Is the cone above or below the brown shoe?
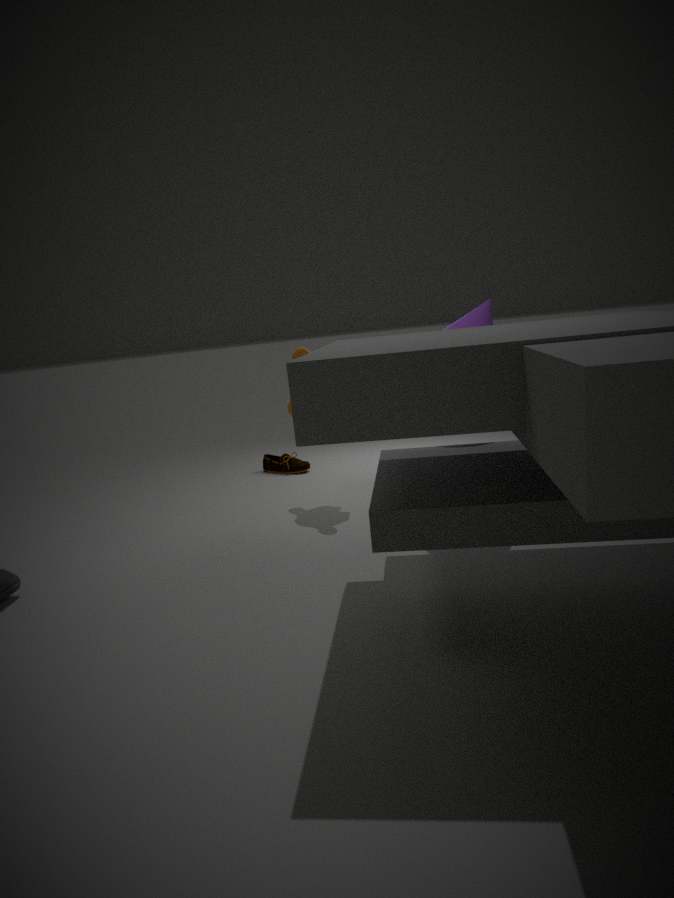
above
